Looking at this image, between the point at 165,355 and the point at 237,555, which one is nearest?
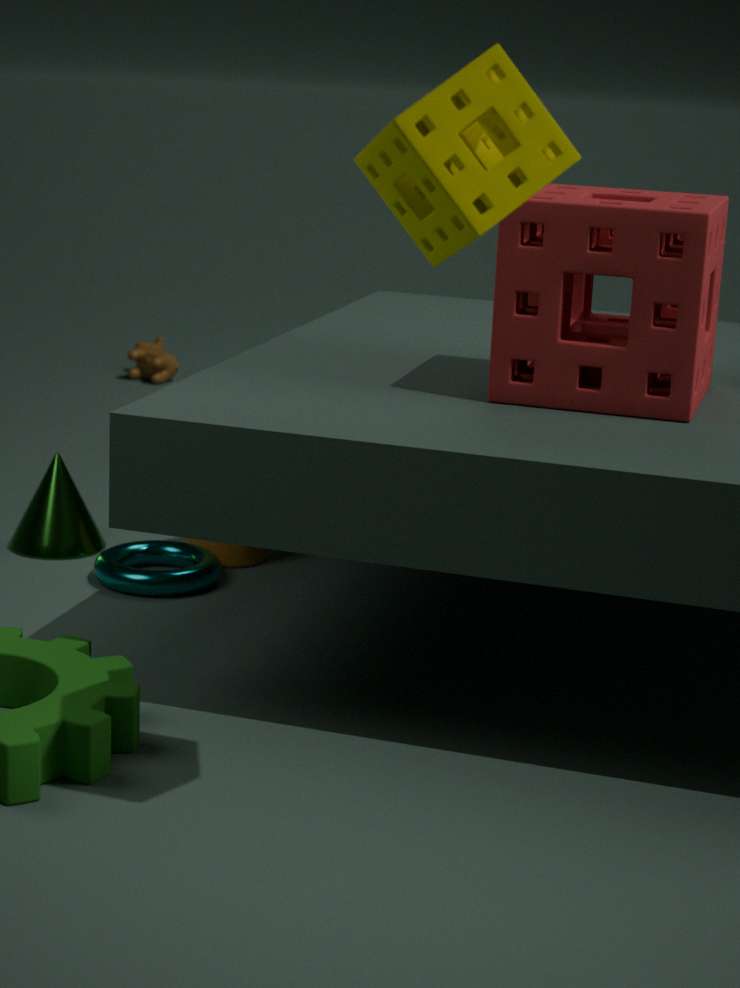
the point at 237,555
